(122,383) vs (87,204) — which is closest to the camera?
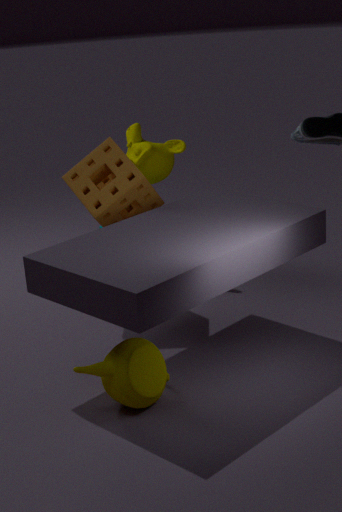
(122,383)
